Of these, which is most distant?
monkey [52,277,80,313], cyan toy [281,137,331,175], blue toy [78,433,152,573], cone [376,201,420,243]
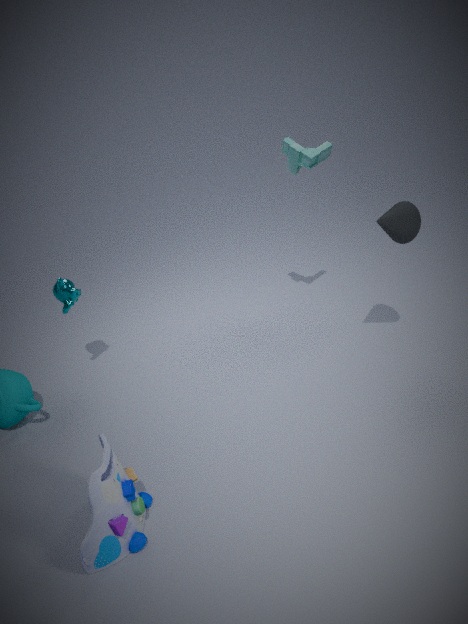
monkey [52,277,80,313]
